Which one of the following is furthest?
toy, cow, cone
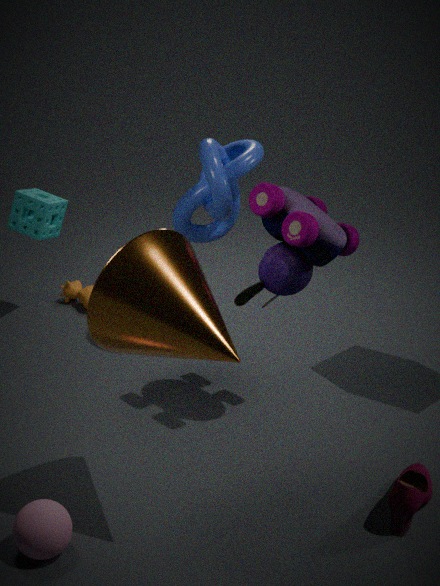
cow
